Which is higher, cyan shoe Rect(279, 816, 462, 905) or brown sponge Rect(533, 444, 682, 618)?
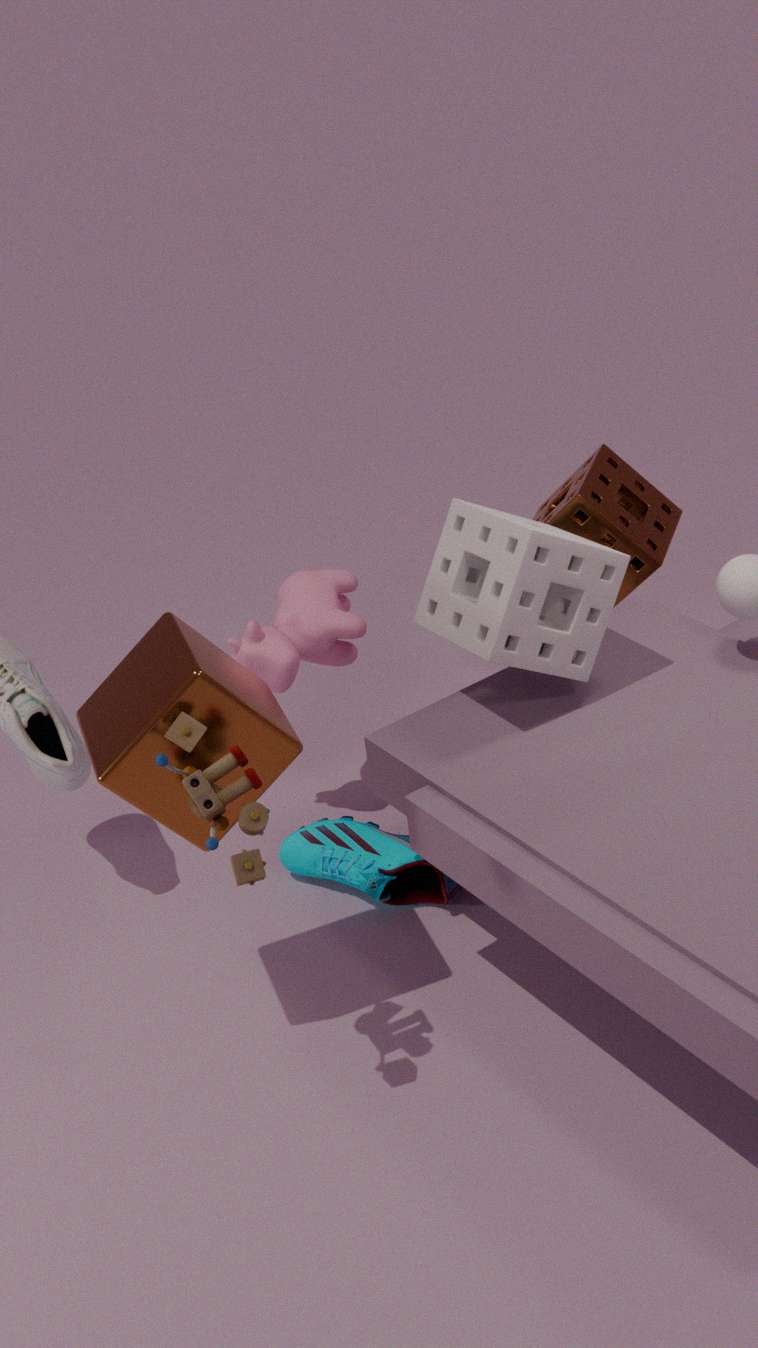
brown sponge Rect(533, 444, 682, 618)
